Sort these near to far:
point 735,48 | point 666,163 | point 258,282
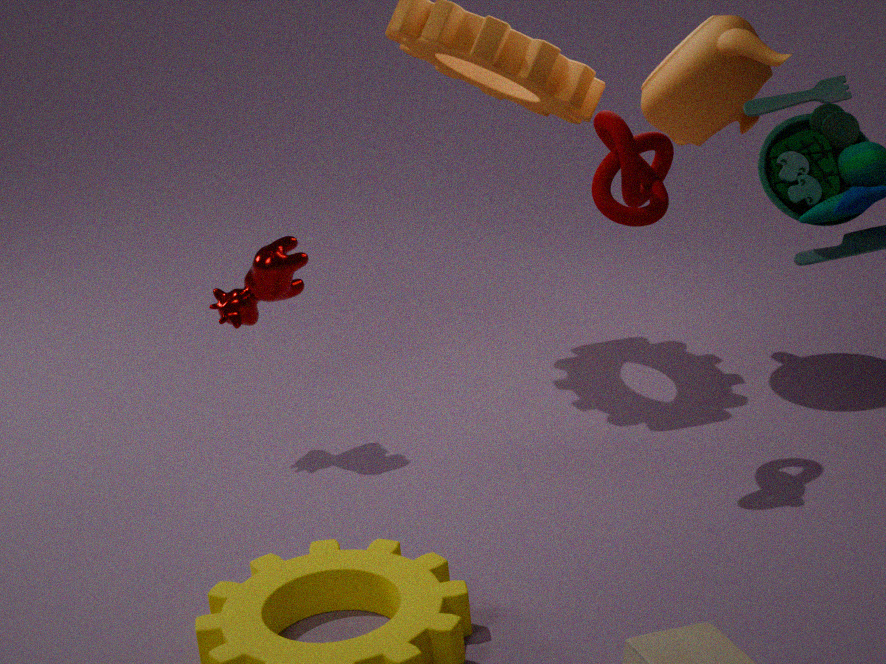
1. point 666,163
2. point 735,48
3. point 258,282
